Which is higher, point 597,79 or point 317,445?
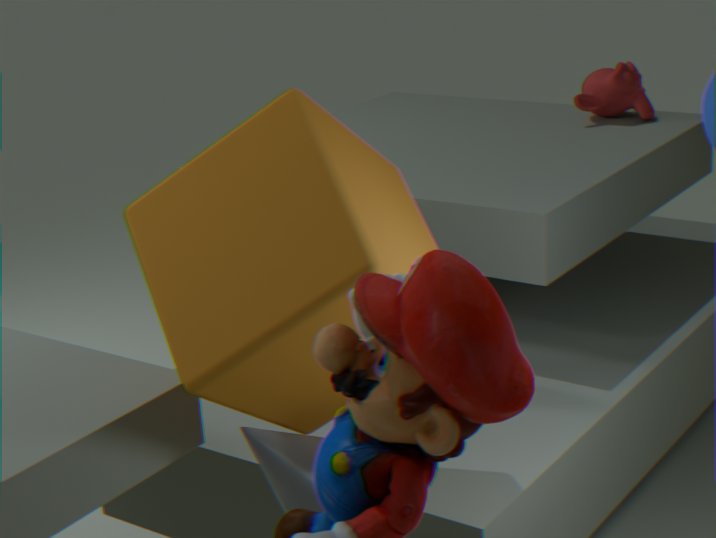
point 597,79
